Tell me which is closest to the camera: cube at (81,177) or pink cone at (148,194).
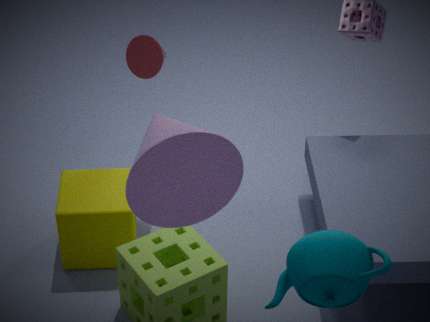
pink cone at (148,194)
